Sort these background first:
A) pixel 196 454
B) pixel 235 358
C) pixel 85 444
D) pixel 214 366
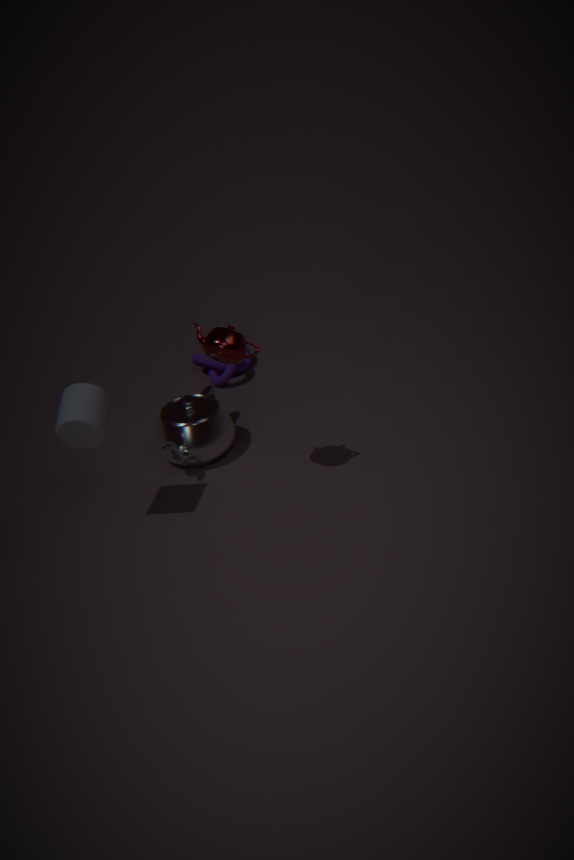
D. pixel 214 366 < A. pixel 196 454 < C. pixel 85 444 < B. pixel 235 358
